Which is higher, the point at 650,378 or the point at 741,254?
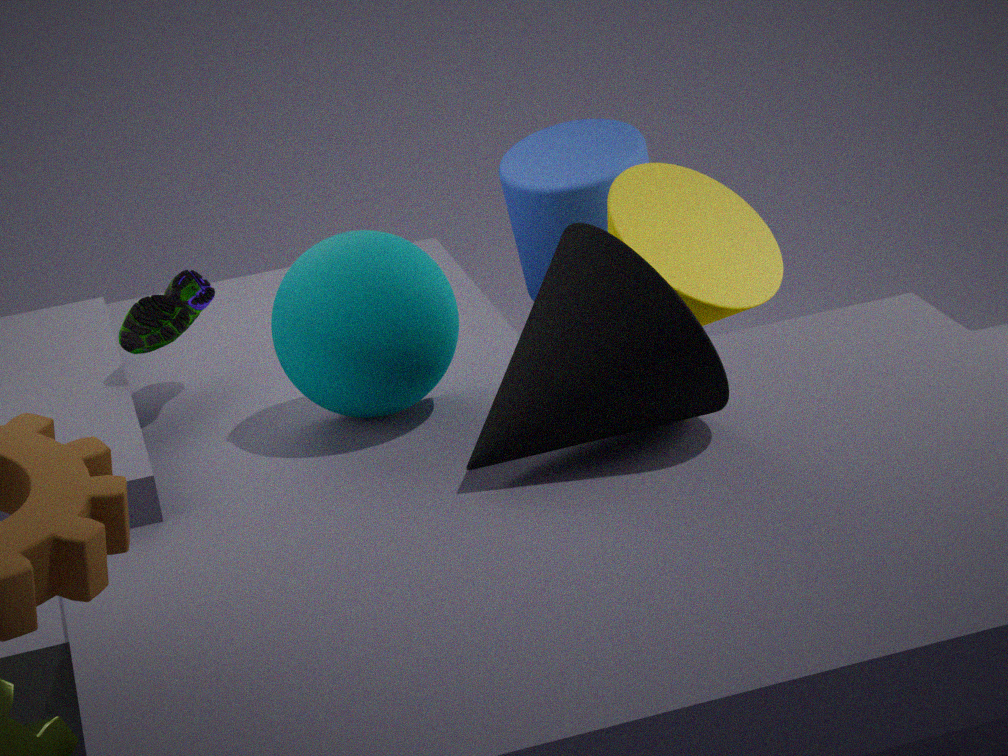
the point at 650,378
